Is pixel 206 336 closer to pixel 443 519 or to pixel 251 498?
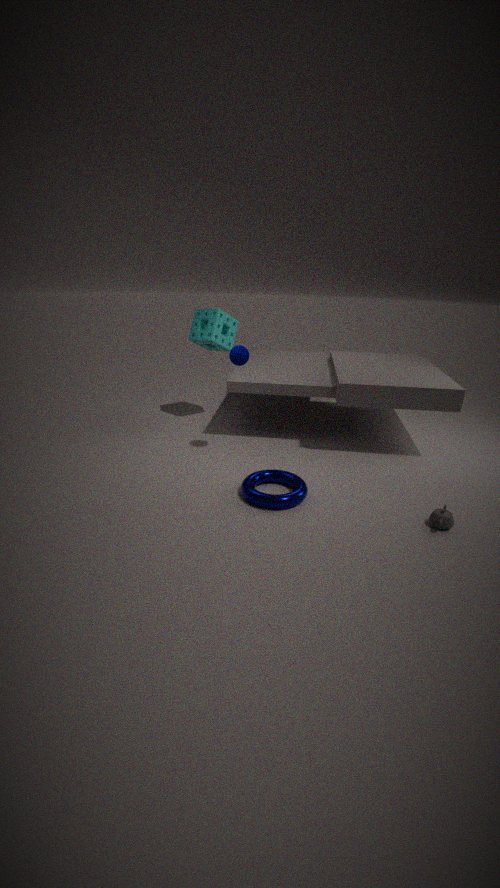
pixel 251 498
